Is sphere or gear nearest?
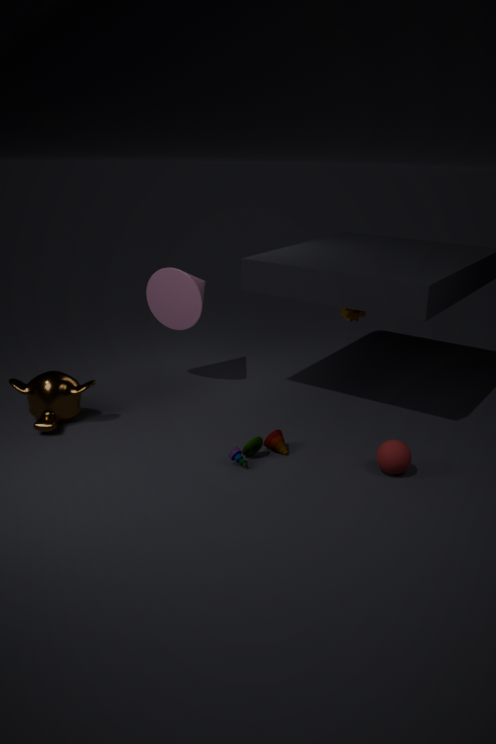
sphere
